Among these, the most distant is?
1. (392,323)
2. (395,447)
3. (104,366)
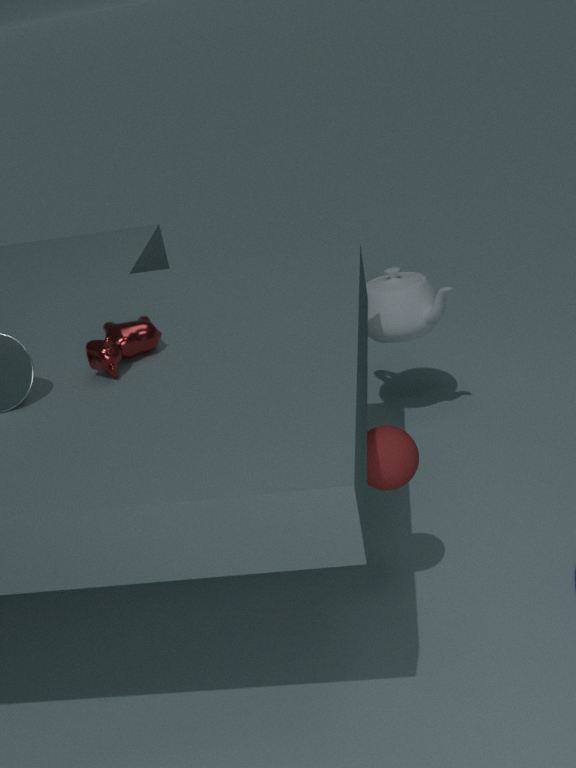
(392,323)
